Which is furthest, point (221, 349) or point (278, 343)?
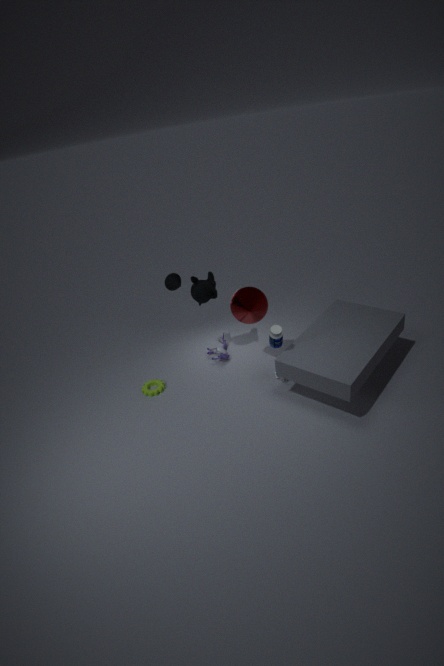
point (221, 349)
